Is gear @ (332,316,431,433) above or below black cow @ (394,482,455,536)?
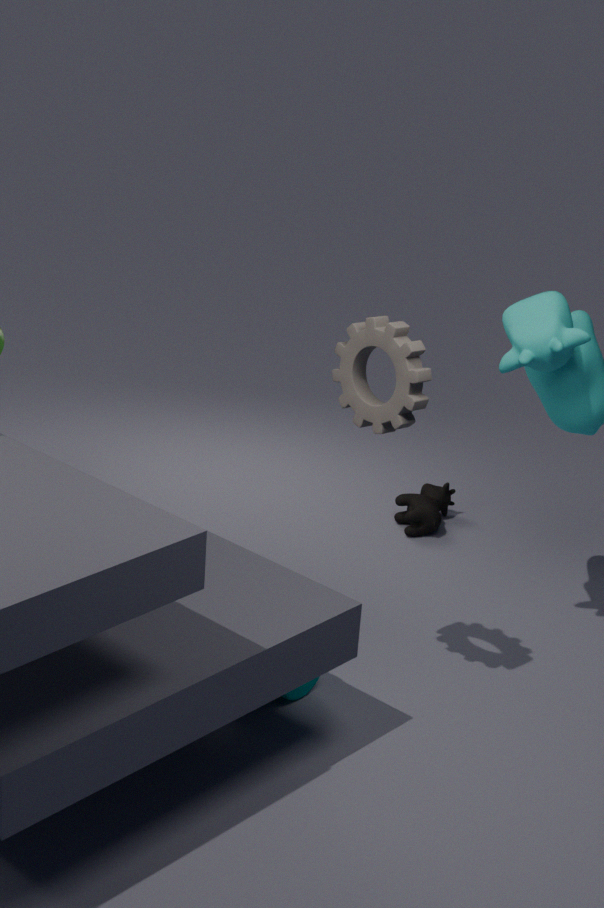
above
